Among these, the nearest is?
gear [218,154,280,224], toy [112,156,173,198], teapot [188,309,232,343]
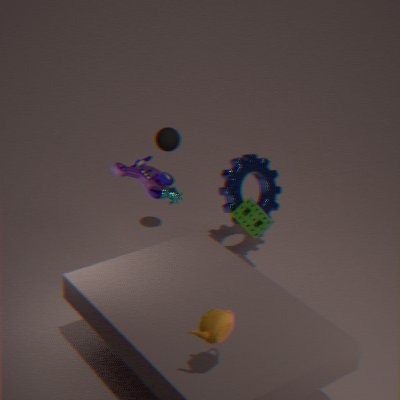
teapot [188,309,232,343]
